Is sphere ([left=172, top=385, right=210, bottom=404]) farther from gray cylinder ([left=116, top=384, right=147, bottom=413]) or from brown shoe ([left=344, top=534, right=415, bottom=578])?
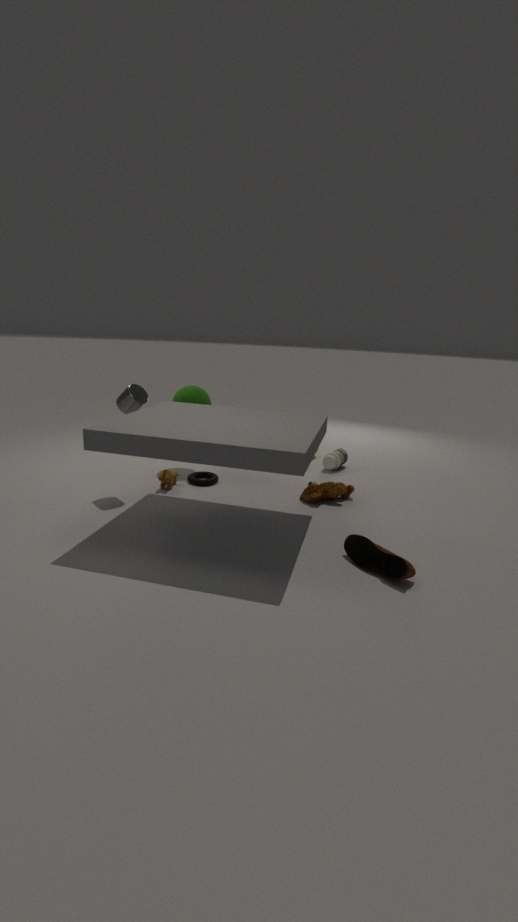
brown shoe ([left=344, top=534, right=415, bottom=578])
